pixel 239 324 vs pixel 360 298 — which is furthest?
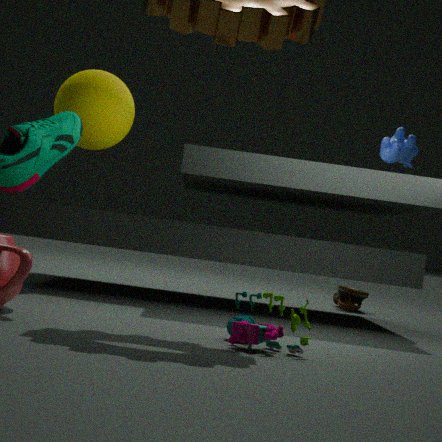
pixel 360 298
